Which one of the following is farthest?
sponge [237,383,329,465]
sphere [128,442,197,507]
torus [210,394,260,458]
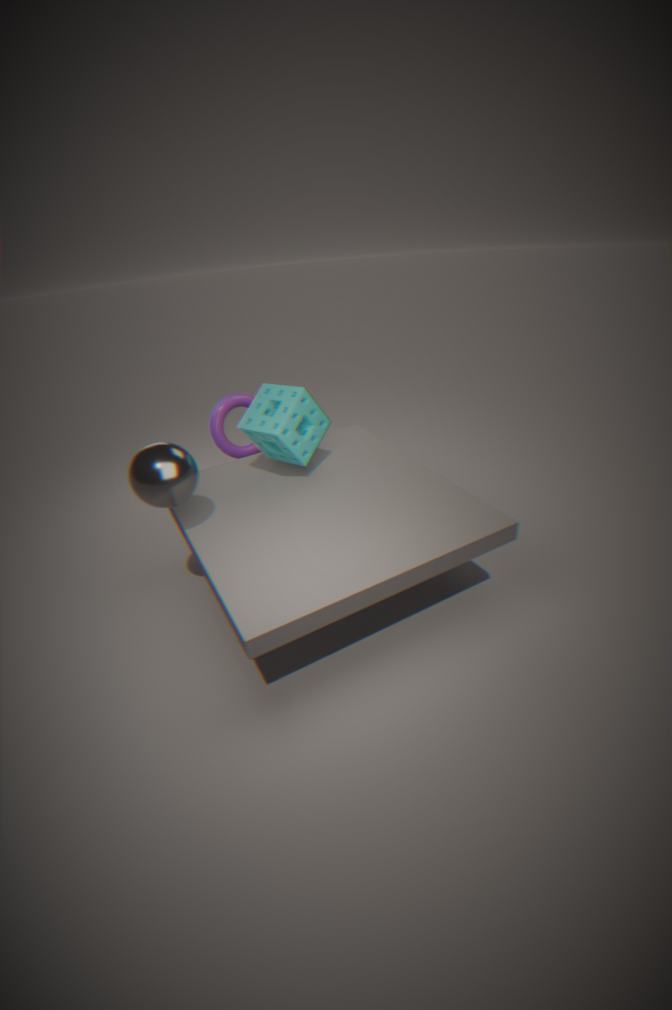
A: torus [210,394,260,458]
